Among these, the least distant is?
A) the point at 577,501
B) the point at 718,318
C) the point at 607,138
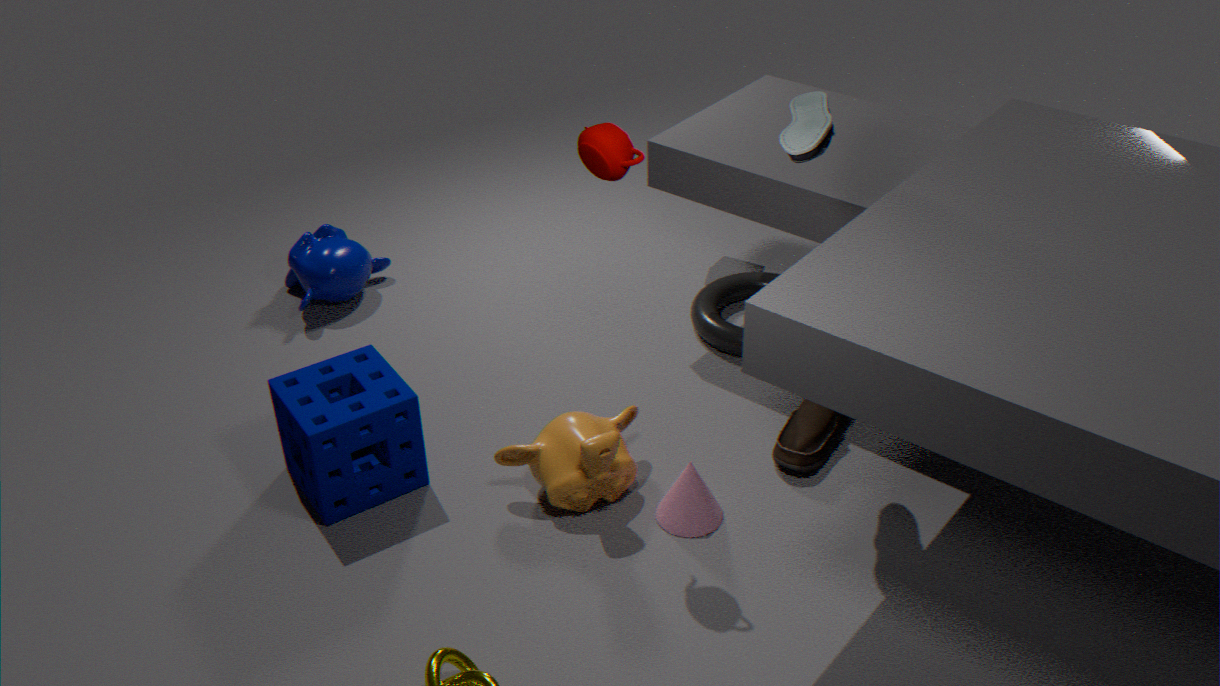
the point at 607,138
